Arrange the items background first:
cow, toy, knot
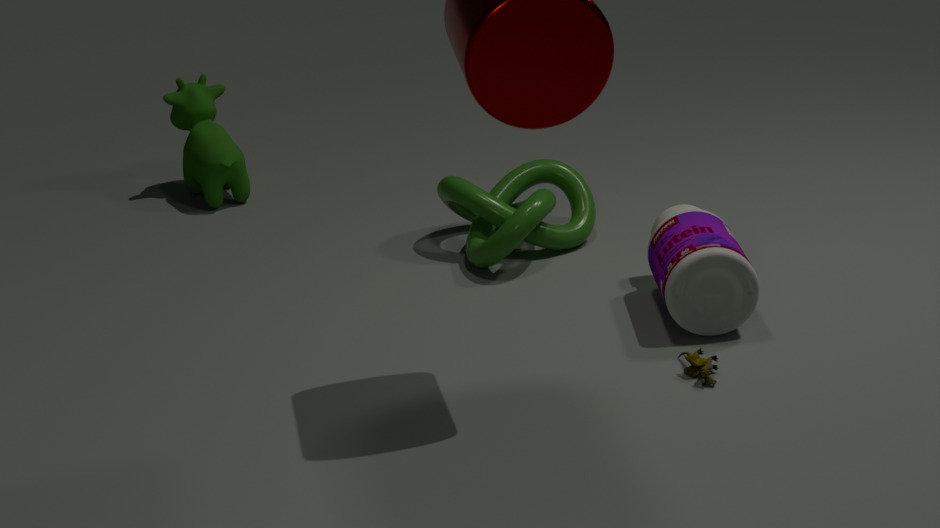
cow, knot, toy
